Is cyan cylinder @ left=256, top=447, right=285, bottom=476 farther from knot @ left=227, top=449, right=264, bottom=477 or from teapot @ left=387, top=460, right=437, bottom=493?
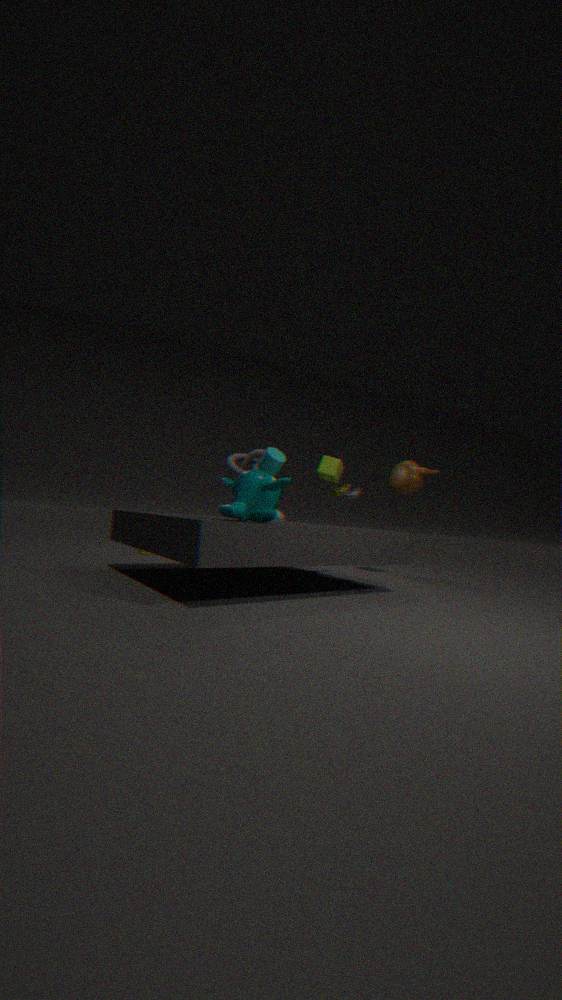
teapot @ left=387, top=460, right=437, bottom=493
